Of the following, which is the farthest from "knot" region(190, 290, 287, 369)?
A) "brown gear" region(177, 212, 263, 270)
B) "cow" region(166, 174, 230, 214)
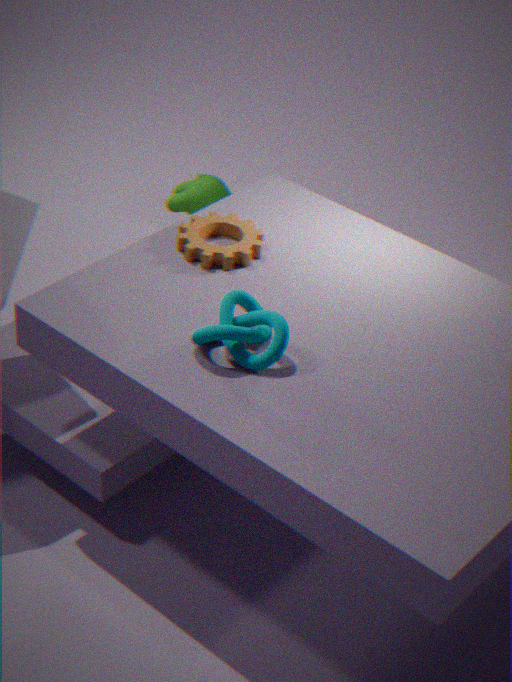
"cow" region(166, 174, 230, 214)
